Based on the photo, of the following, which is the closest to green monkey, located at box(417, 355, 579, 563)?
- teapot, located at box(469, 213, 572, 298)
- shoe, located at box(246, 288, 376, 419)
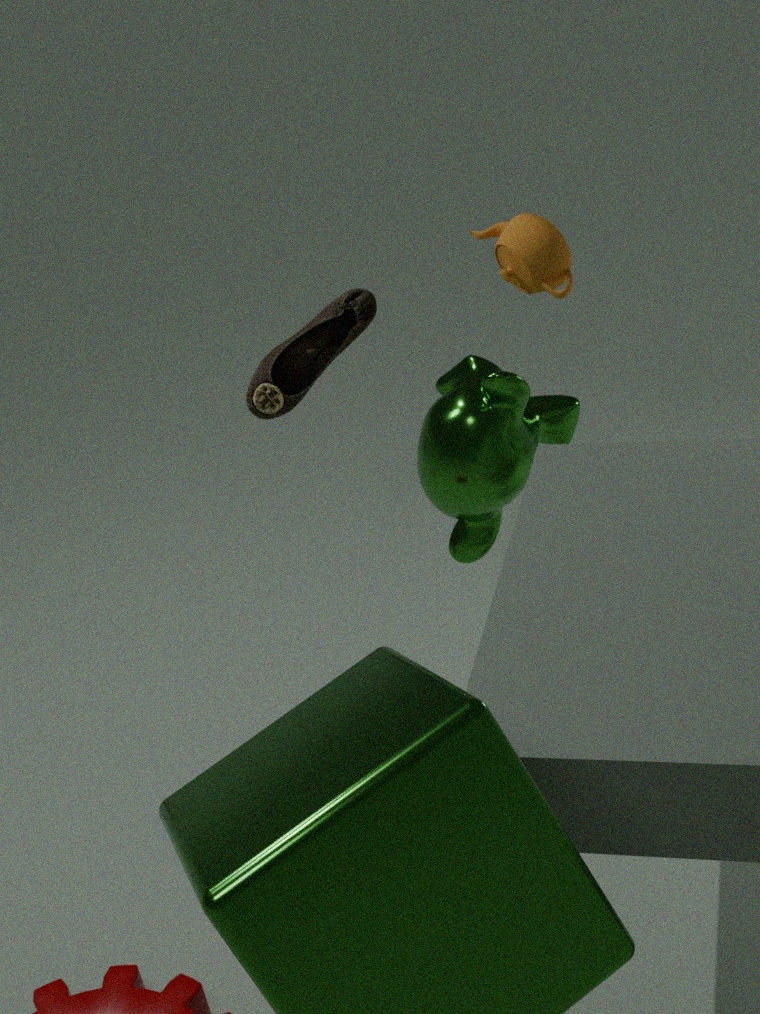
teapot, located at box(469, 213, 572, 298)
